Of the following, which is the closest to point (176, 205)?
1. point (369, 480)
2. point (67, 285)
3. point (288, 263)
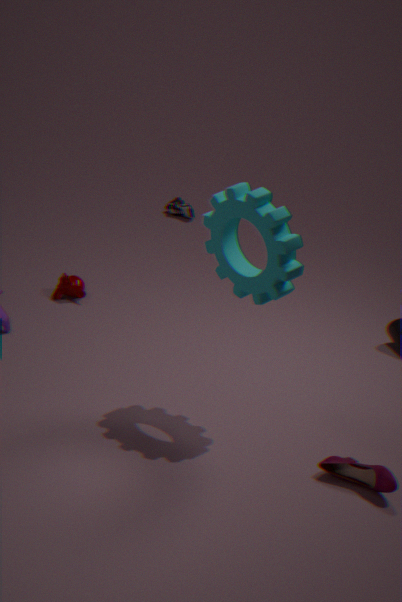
point (67, 285)
